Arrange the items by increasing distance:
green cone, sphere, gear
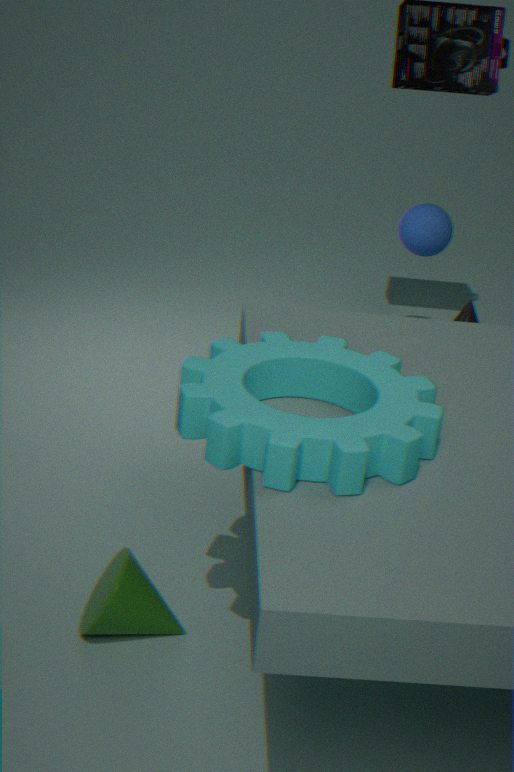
gear, green cone, sphere
